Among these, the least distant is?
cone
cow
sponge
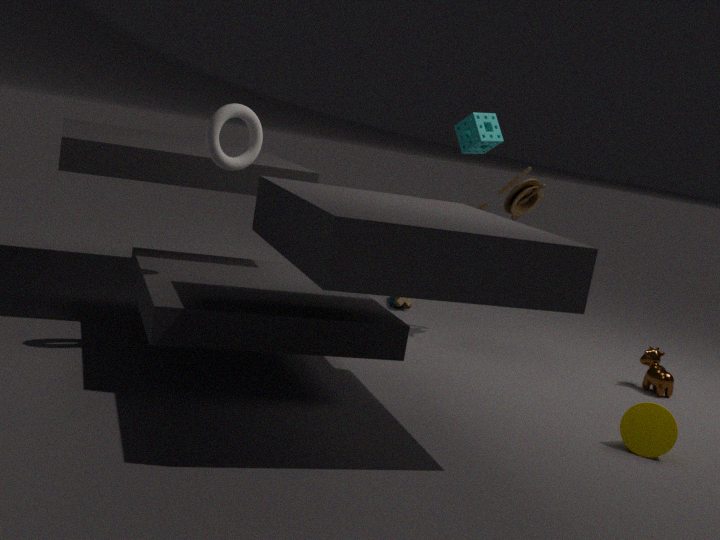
cone
